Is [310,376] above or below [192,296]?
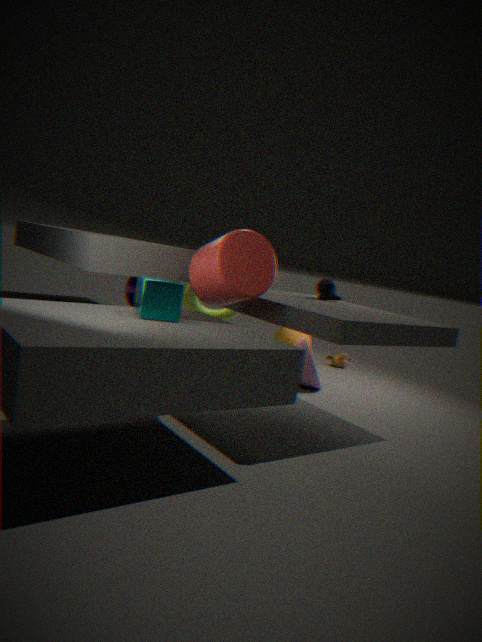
below
